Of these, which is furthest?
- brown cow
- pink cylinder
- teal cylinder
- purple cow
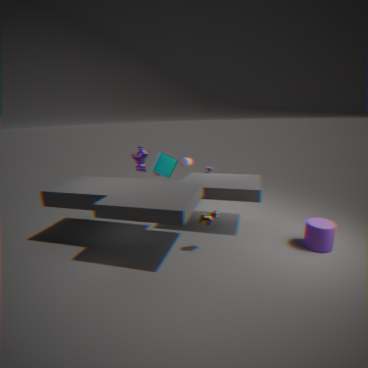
pink cylinder
